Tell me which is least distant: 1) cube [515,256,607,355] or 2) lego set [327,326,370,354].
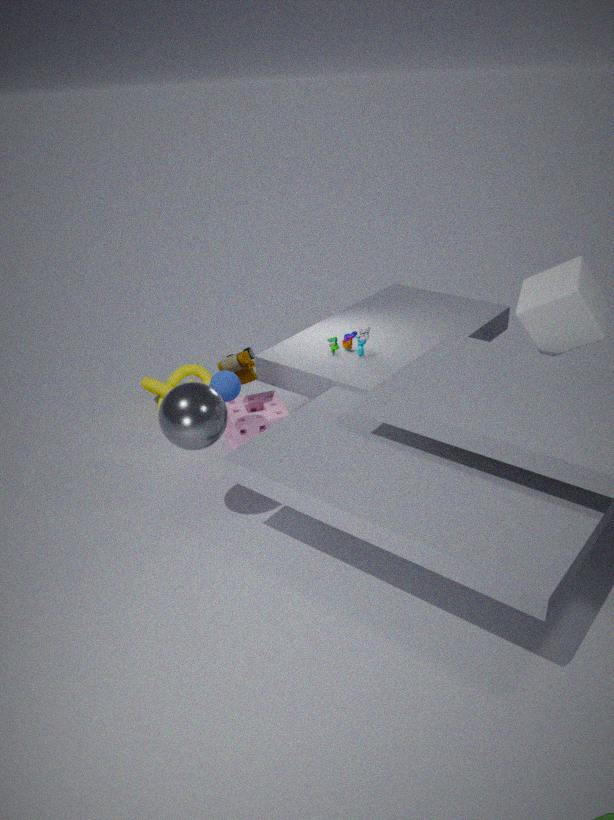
1. cube [515,256,607,355]
